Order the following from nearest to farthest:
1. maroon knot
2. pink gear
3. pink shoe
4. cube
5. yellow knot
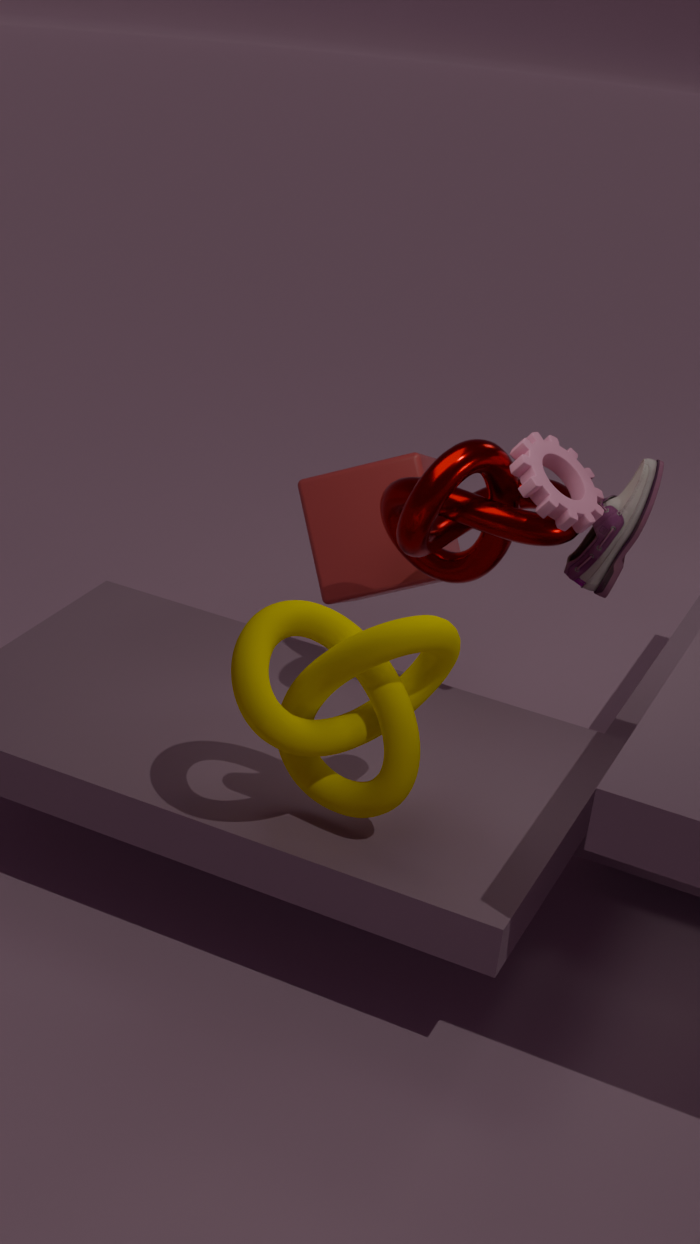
yellow knot
maroon knot
pink gear
pink shoe
cube
